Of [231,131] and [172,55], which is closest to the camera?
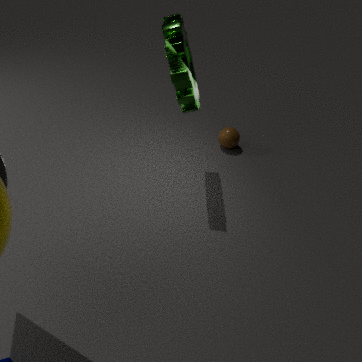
[172,55]
